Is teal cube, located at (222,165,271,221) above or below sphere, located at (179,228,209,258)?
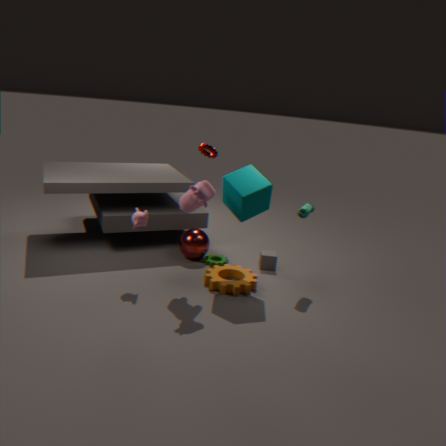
above
